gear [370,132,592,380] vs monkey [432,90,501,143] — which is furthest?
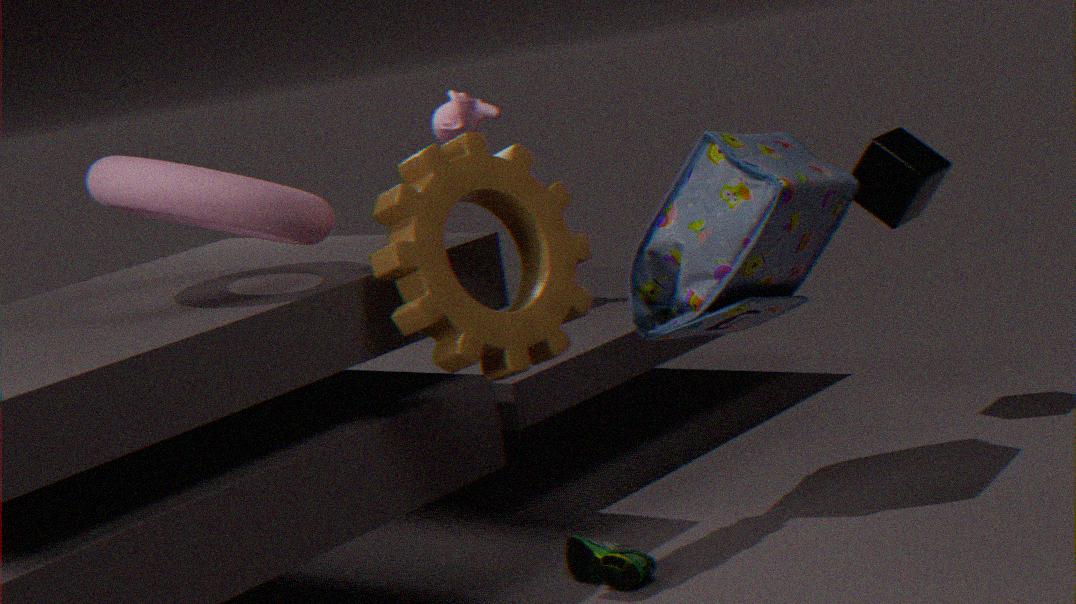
monkey [432,90,501,143]
